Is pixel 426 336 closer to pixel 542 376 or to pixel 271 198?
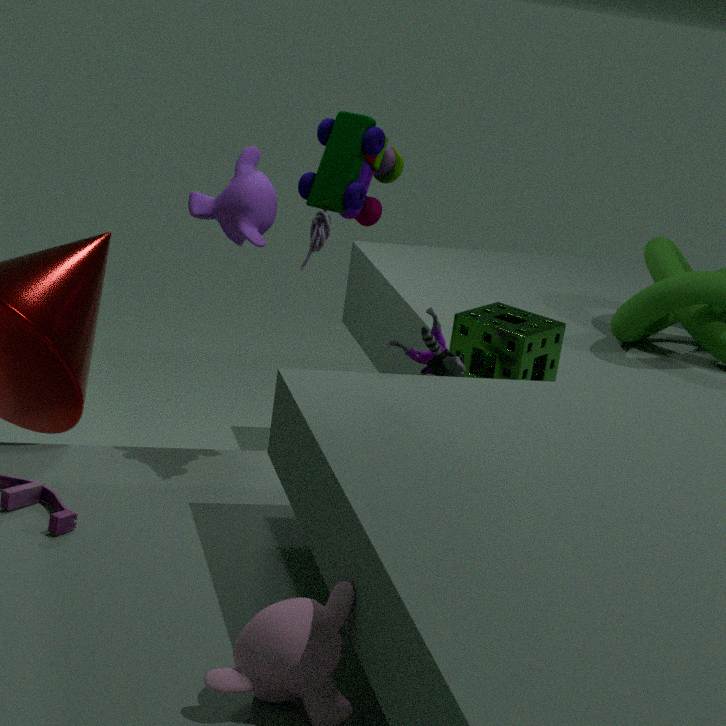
pixel 542 376
